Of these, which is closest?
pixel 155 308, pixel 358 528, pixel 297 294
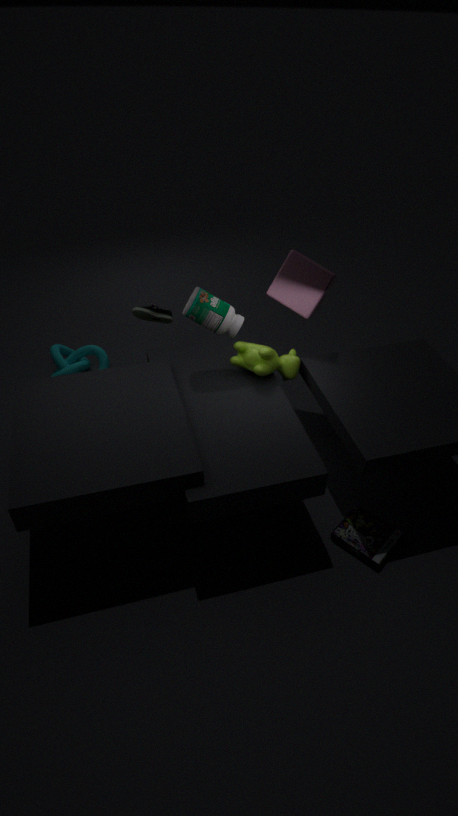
pixel 358 528
